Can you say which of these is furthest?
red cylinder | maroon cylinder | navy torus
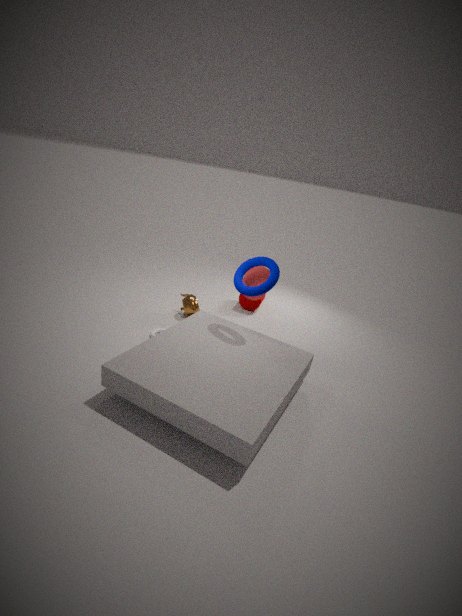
maroon cylinder
